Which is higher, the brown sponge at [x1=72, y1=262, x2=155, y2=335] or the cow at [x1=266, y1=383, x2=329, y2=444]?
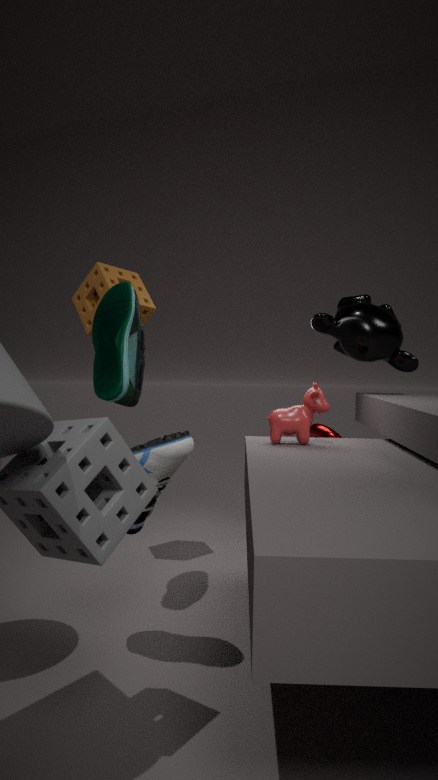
the brown sponge at [x1=72, y1=262, x2=155, y2=335]
